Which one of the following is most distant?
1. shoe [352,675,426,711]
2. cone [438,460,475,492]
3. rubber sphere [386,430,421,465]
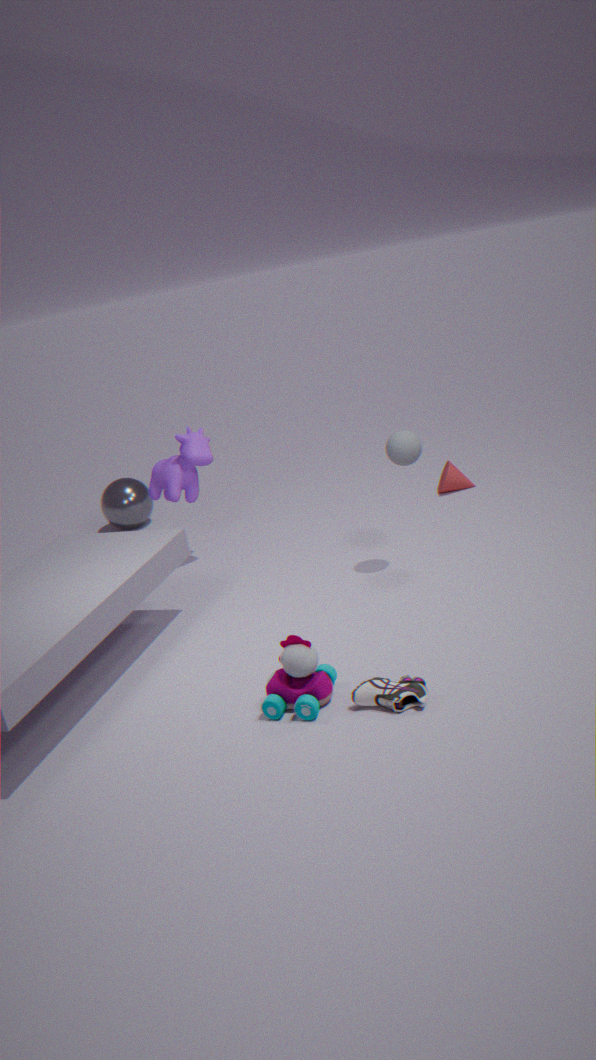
cone [438,460,475,492]
